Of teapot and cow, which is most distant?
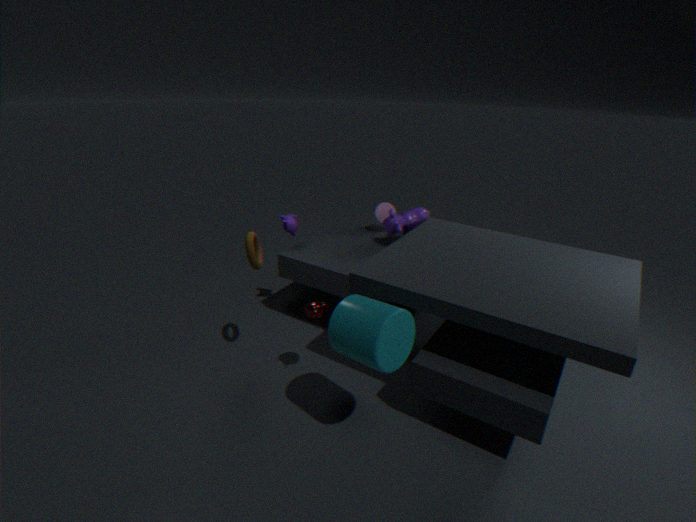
cow
